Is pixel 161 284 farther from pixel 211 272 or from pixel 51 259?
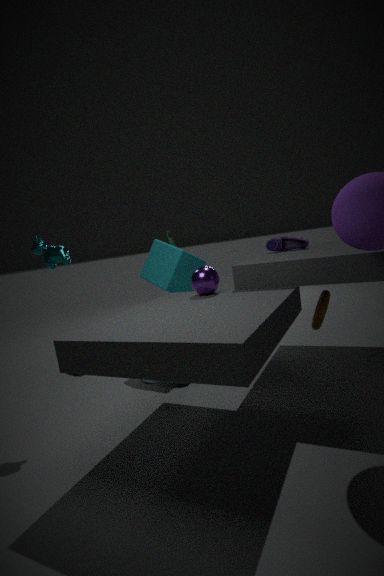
pixel 51 259
